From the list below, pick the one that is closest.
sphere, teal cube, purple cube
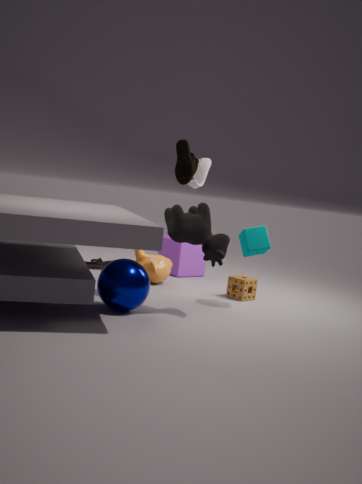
sphere
